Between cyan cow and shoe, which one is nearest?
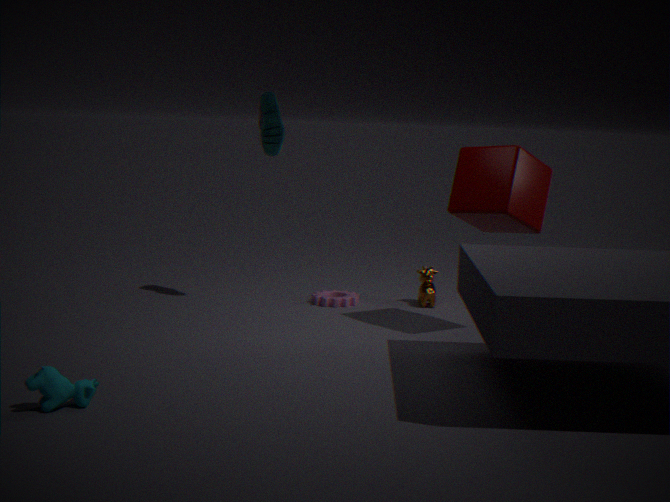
cyan cow
